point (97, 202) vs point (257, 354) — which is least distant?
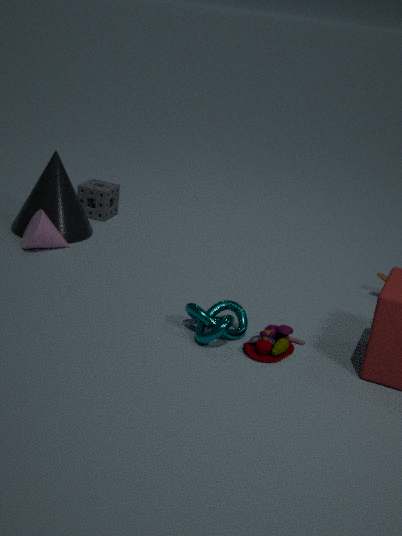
point (257, 354)
